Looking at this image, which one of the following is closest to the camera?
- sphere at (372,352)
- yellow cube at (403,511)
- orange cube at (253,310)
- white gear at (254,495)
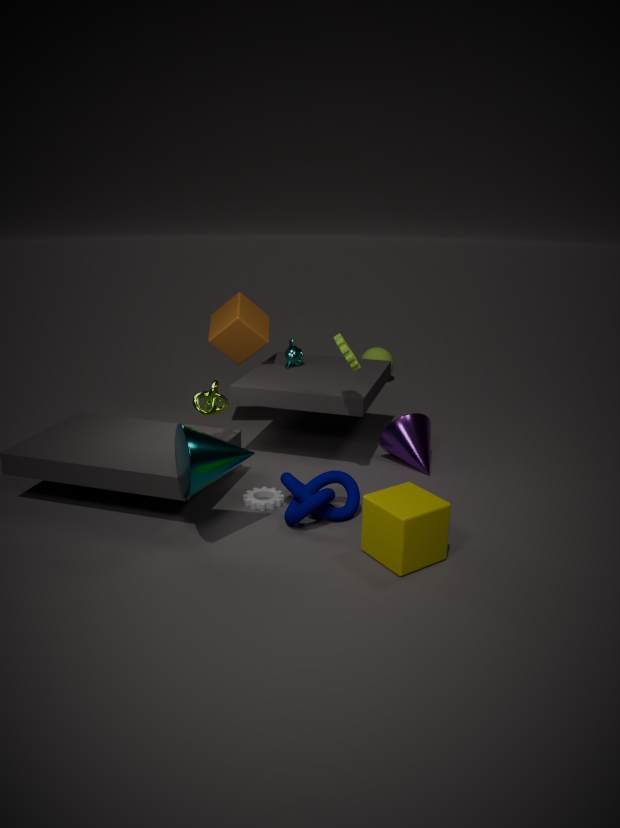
yellow cube at (403,511)
